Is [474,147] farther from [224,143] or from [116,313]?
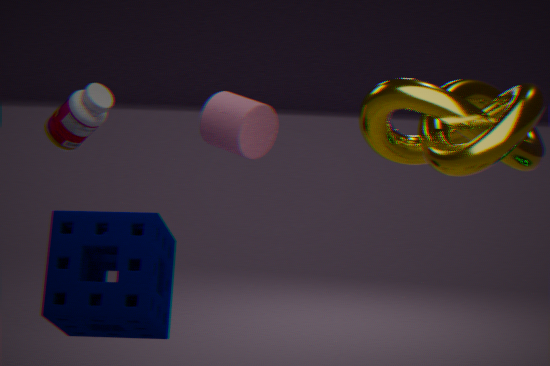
[116,313]
